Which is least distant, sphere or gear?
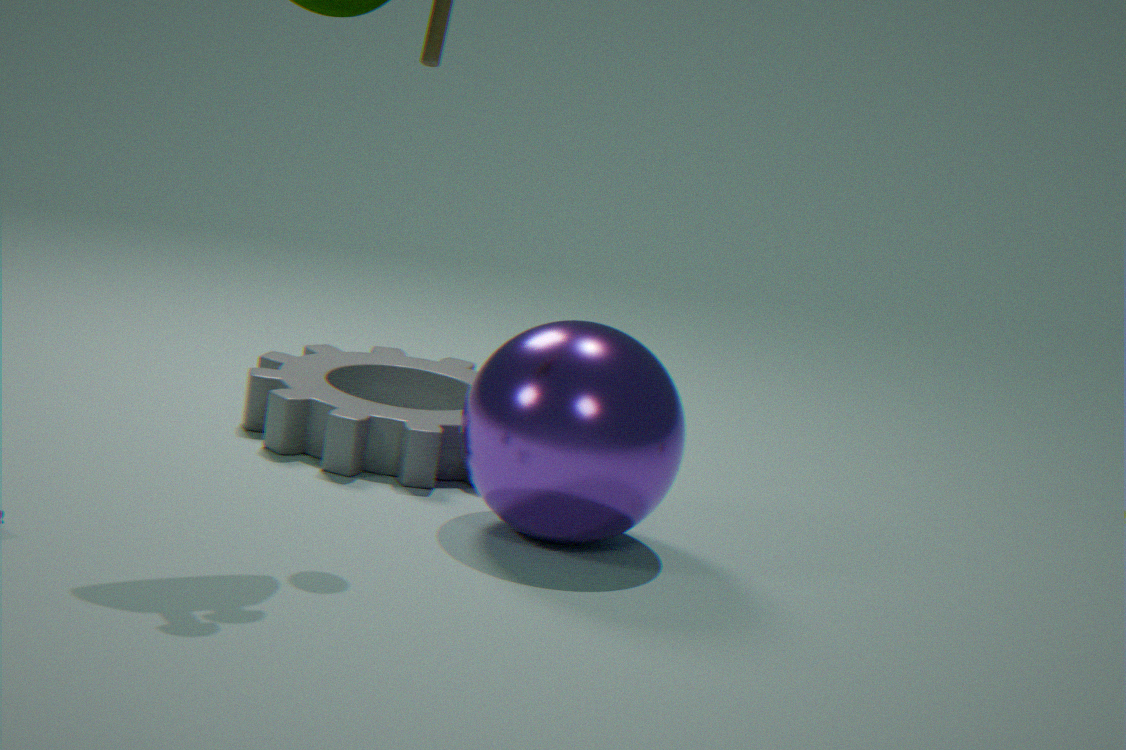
sphere
